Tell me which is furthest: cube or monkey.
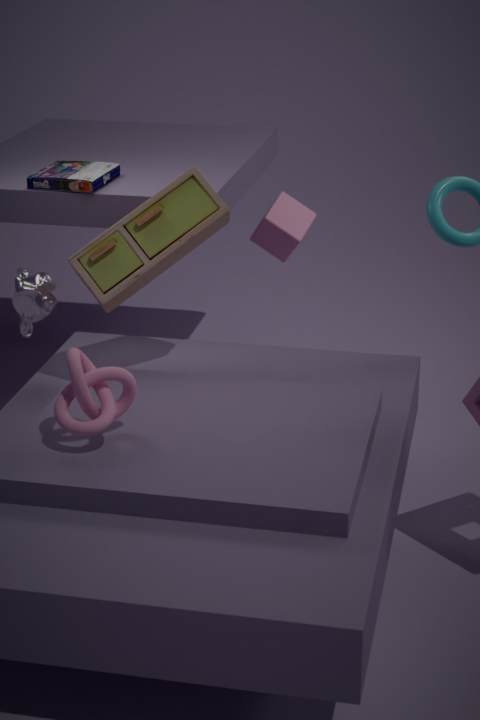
cube
